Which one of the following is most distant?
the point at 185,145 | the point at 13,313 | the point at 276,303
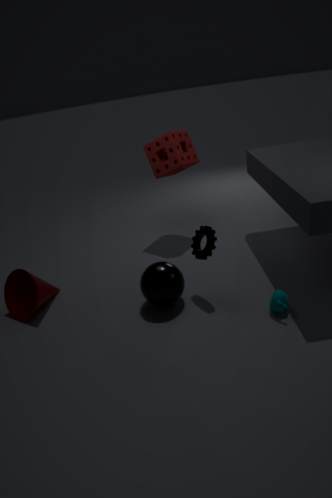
the point at 185,145
